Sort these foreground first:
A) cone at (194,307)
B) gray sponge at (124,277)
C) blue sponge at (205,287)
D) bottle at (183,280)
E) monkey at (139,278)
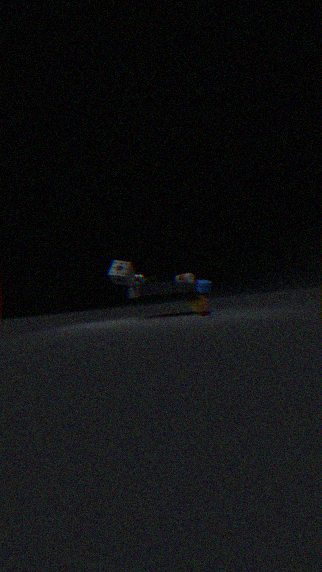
bottle at (183,280) < blue sponge at (205,287) < gray sponge at (124,277) < monkey at (139,278) < cone at (194,307)
